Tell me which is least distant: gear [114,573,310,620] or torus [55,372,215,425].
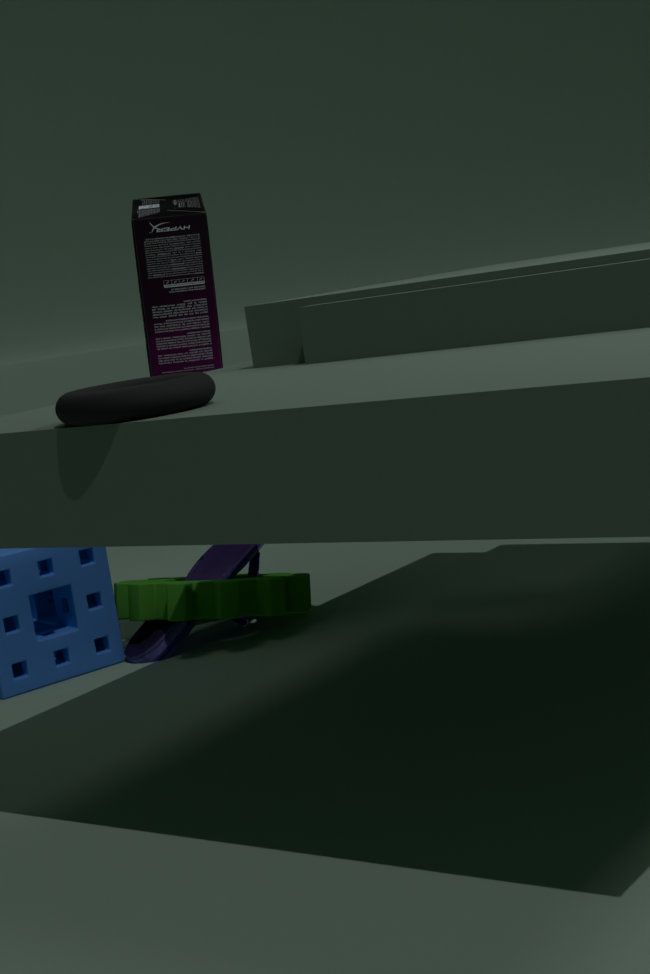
torus [55,372,215,425]
